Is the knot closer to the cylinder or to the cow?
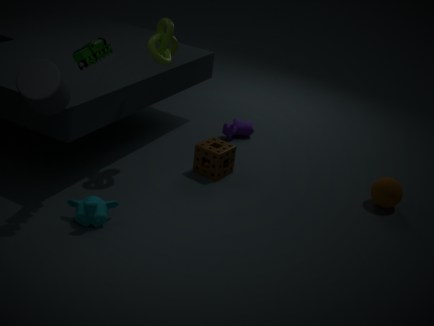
the cylinder
